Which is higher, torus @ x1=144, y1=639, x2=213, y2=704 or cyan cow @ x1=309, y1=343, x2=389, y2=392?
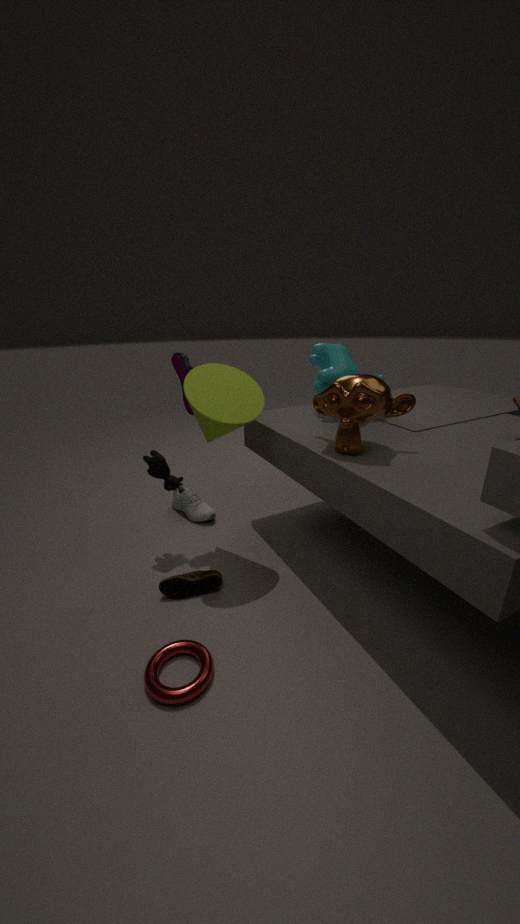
cyan cow @ x1=309, y1=343, x2=389, y2=392
